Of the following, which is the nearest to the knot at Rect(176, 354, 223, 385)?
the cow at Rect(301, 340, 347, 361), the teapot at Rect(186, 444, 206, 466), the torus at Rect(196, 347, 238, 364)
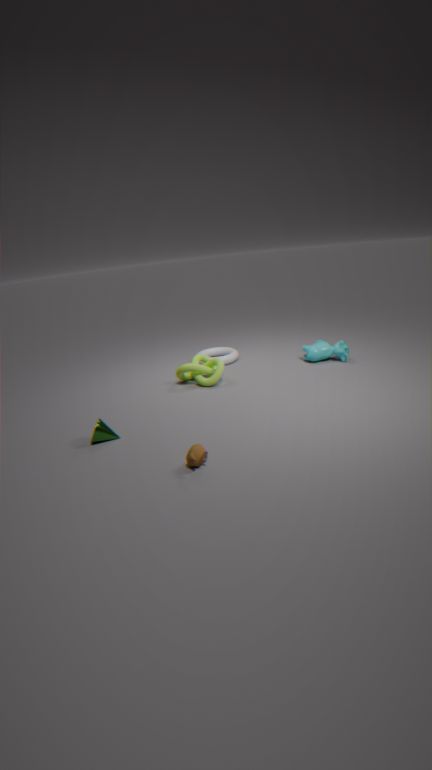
the torus at Rect(196, 347, 238, 364)
